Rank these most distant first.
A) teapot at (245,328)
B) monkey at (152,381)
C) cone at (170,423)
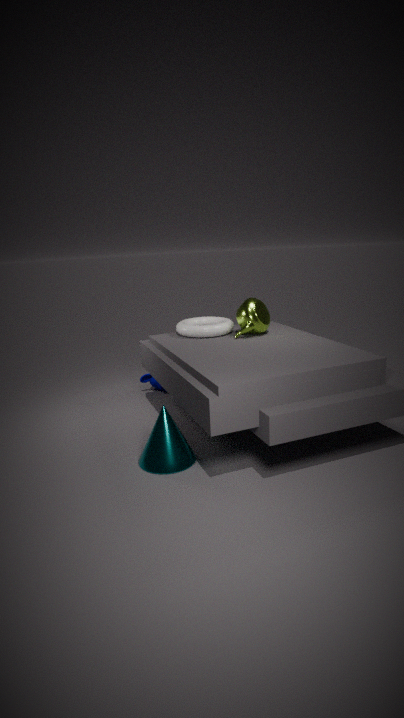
monkey at (152,381)
teapot at (245,328)
cone at (170,423)
